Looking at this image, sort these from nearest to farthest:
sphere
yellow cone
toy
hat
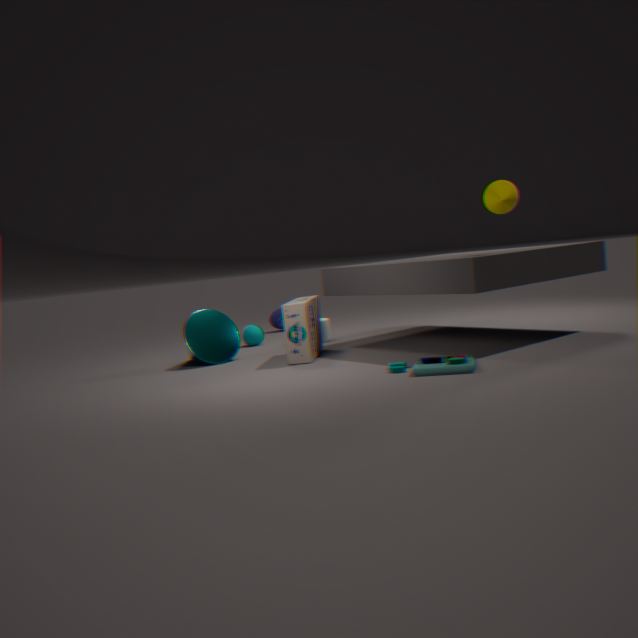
toy
yellow cone
sphere
hat
